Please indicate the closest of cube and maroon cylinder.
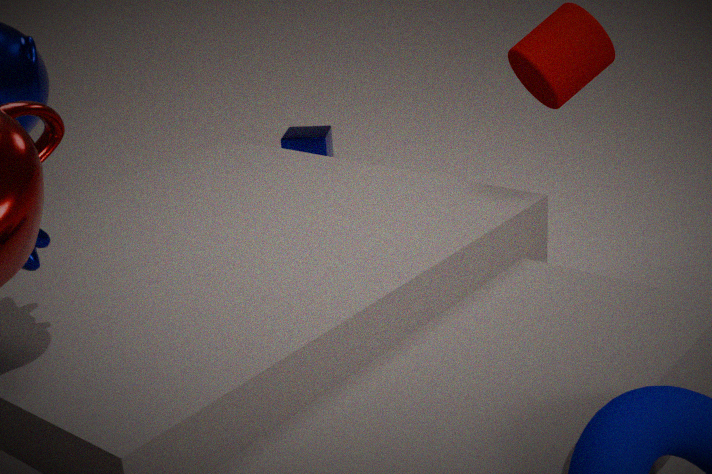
maroon cylinder
